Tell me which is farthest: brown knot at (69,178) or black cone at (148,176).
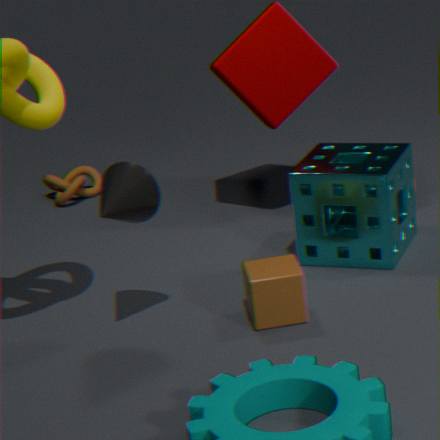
brown knot at (69,178)
